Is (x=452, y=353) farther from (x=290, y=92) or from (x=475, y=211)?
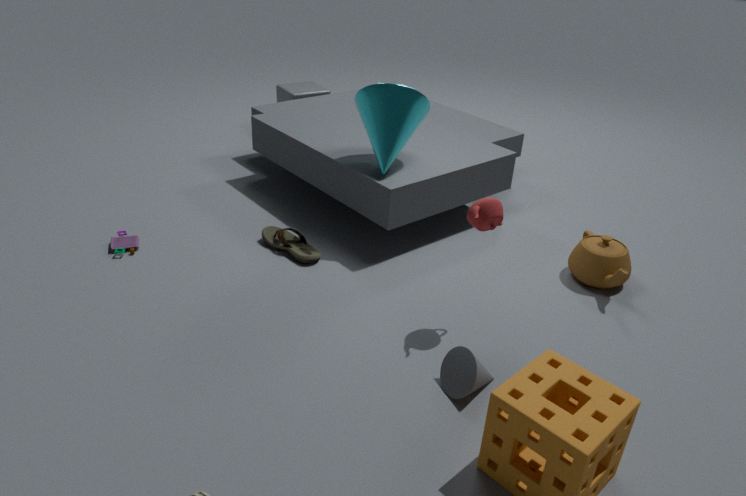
(x=290, y=92)
